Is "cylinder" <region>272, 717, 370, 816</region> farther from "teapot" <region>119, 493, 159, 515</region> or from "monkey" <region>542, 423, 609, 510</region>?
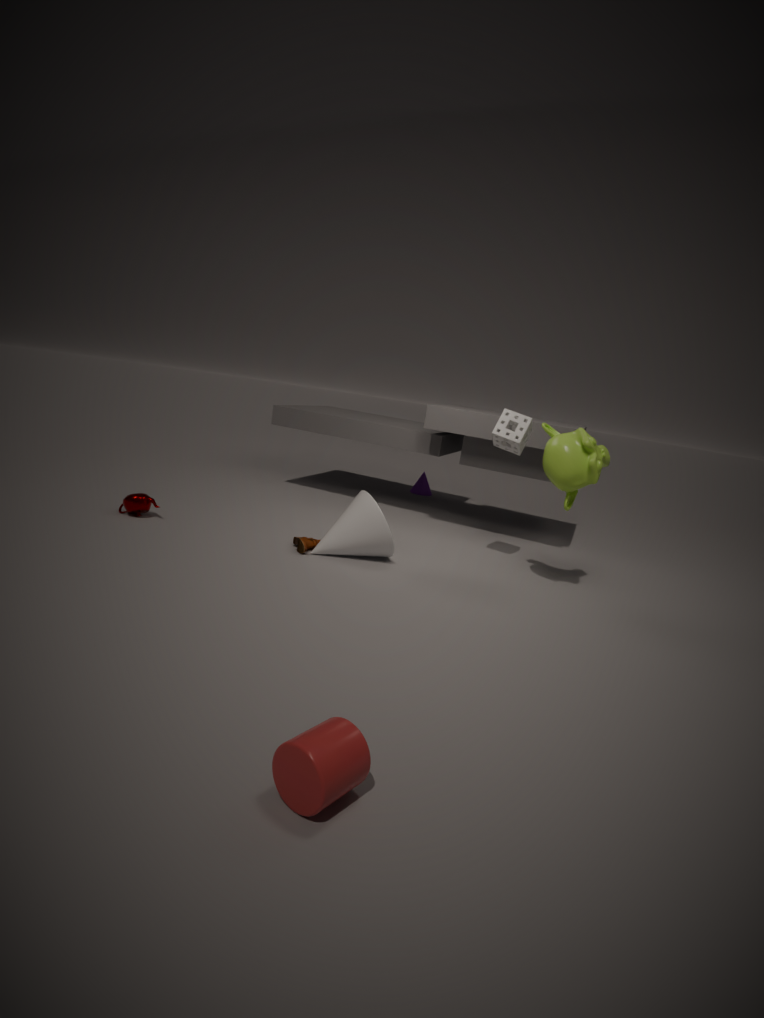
"teapot" <region>119, 493, 159, 515</region>
